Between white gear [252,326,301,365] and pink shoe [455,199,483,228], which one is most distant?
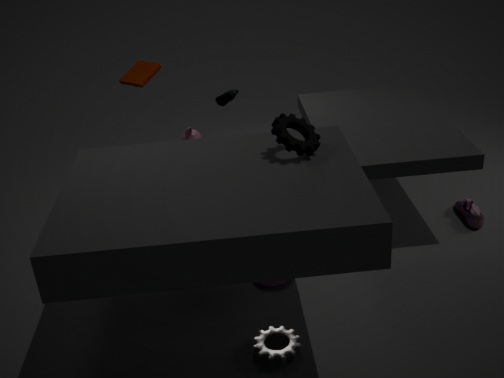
pink shoe [455,199,483,228]
